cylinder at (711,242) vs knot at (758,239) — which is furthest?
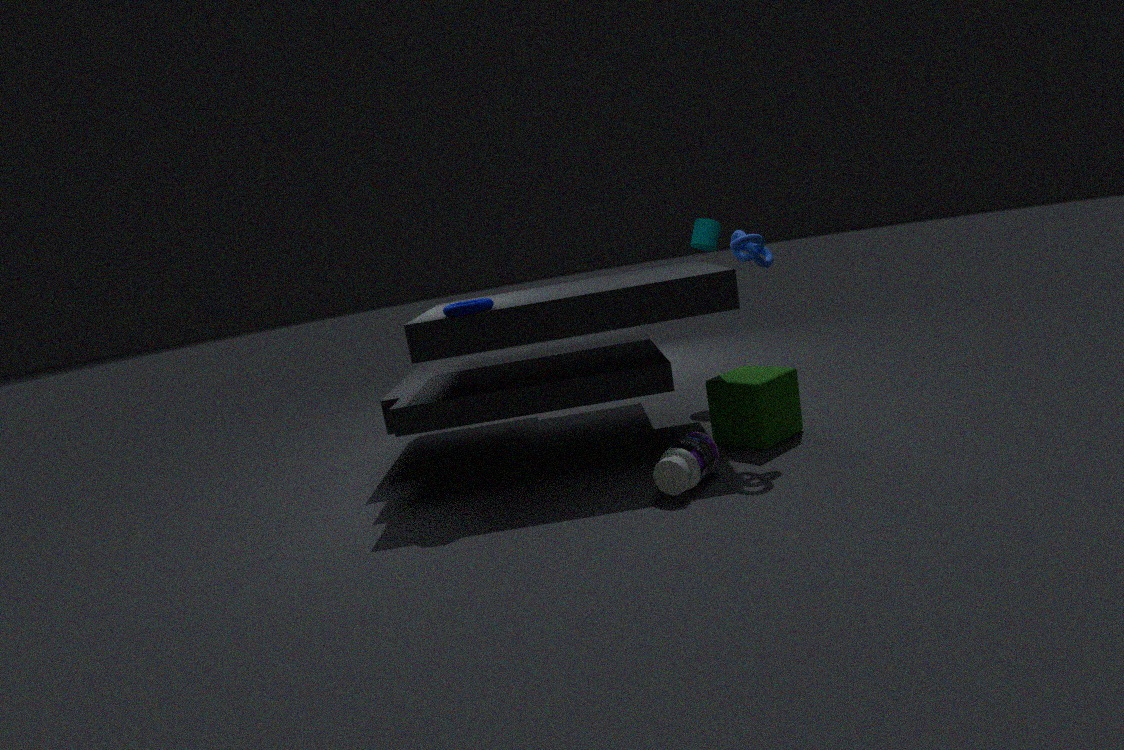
cylinder at (711,242)
